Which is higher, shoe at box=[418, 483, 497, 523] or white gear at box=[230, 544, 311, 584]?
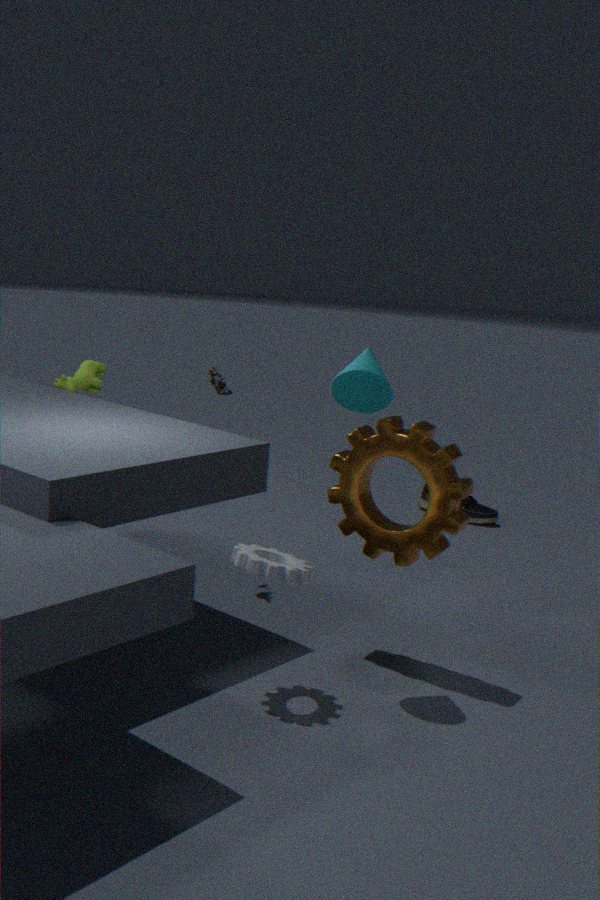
white gear at box=[230, 544, 311, 584]
